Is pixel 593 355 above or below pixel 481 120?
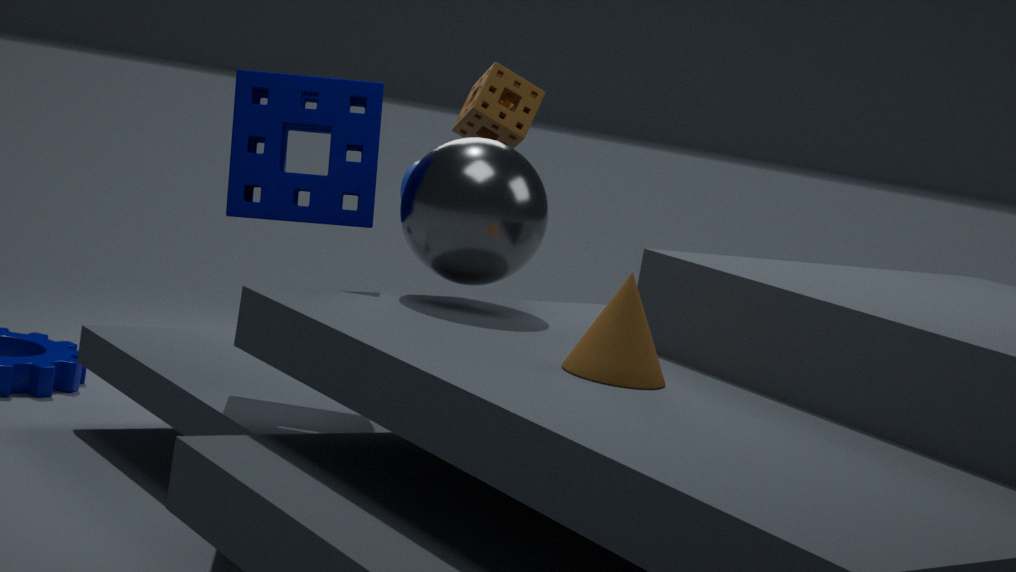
below
